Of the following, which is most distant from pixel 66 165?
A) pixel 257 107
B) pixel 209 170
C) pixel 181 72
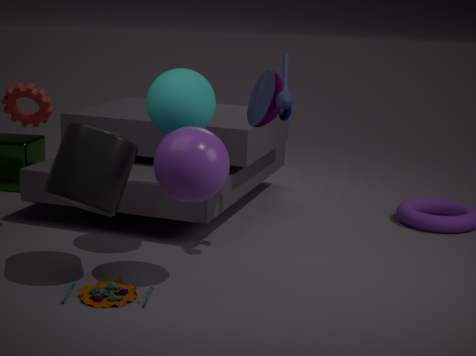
pixel 257 107
